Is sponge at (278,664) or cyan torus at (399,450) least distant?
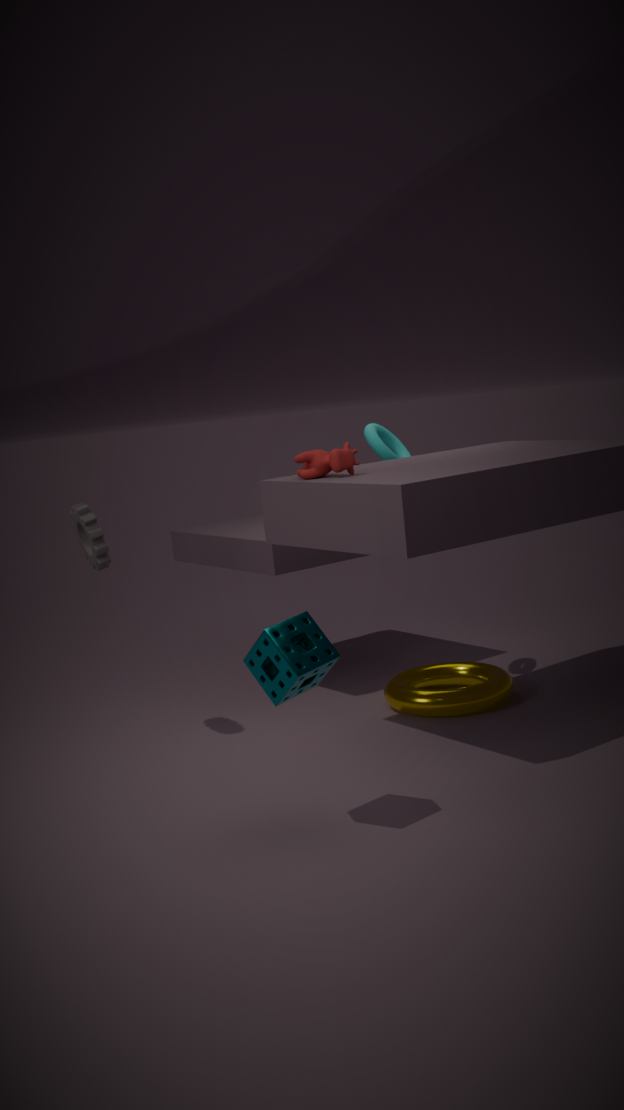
sponge at (278,664)
